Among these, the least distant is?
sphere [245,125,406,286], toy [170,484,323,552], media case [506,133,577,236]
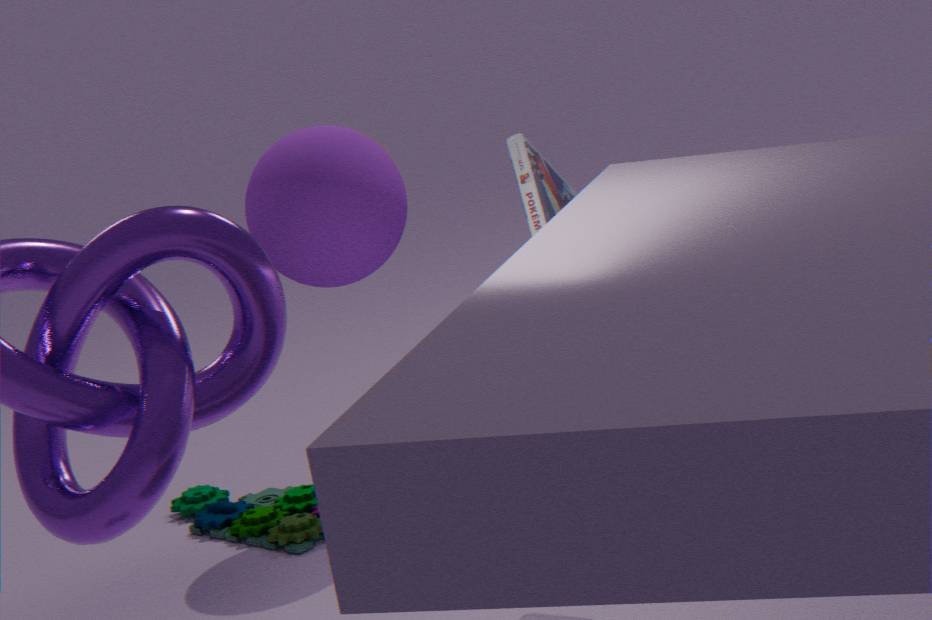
media case [506,133,577,236]
